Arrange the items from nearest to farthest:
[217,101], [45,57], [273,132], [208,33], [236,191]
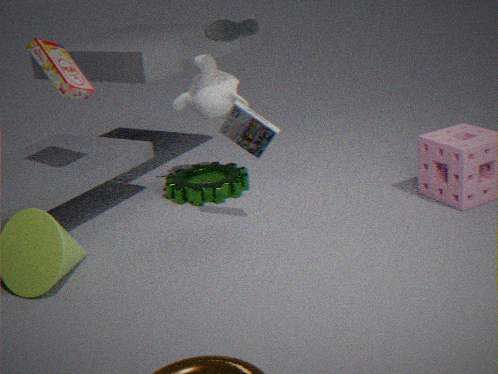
[273,132] → [45,57] → [208,33] → [217,101] → [236,191]
